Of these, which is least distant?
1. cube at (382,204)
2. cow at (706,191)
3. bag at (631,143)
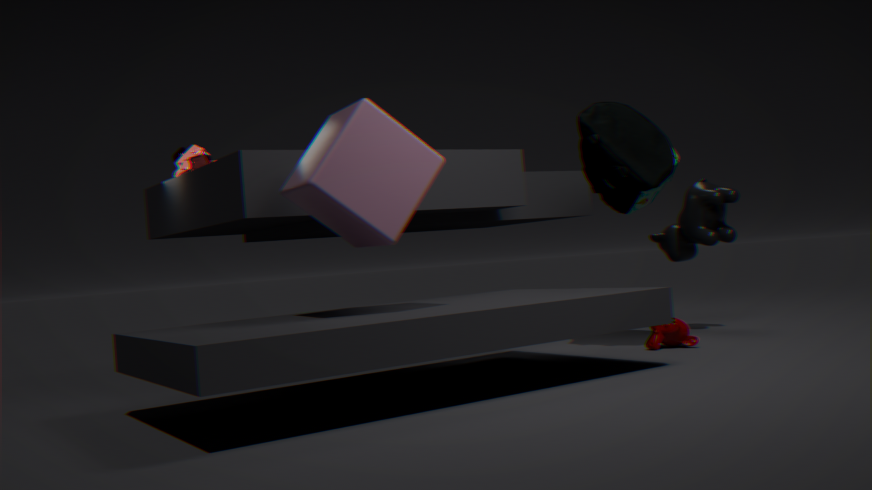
cube at (382,204)
